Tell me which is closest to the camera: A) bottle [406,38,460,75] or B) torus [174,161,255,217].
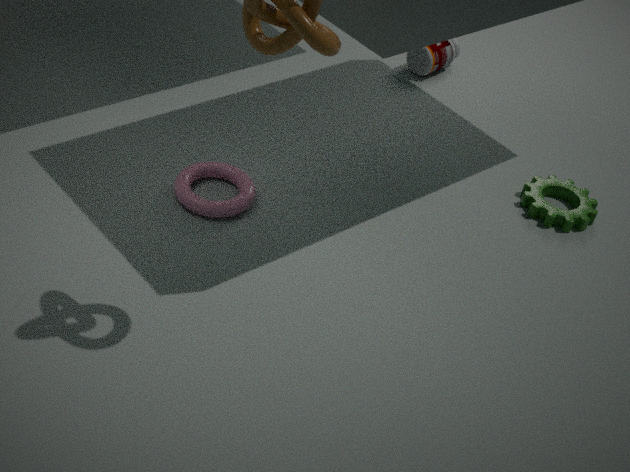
B. torus [174,161,255,217]
